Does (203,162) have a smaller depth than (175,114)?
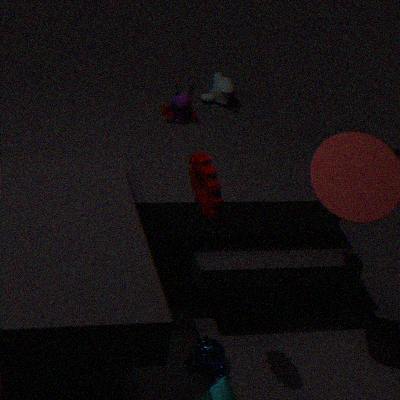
Yes
